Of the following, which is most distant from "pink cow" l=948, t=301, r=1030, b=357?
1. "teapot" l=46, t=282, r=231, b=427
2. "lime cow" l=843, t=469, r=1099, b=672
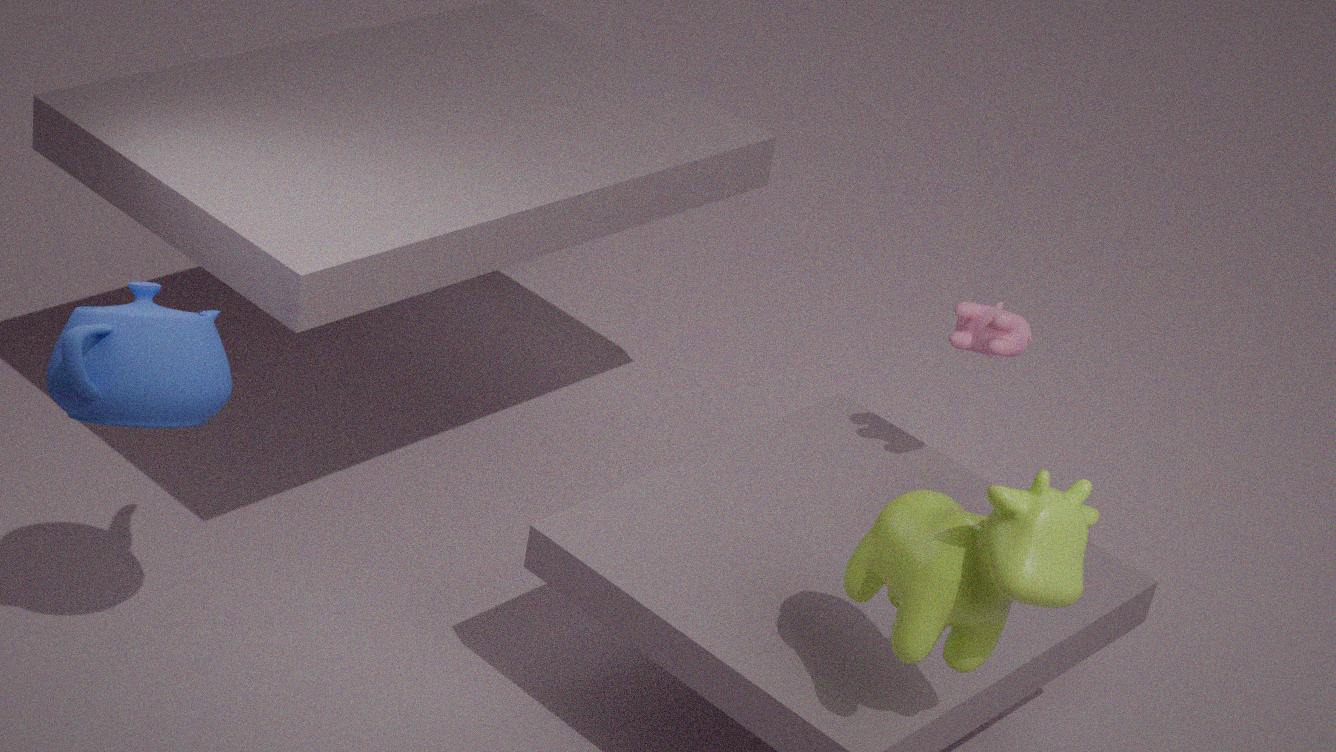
"teapot" l=46, t=282, r=231, b=427
